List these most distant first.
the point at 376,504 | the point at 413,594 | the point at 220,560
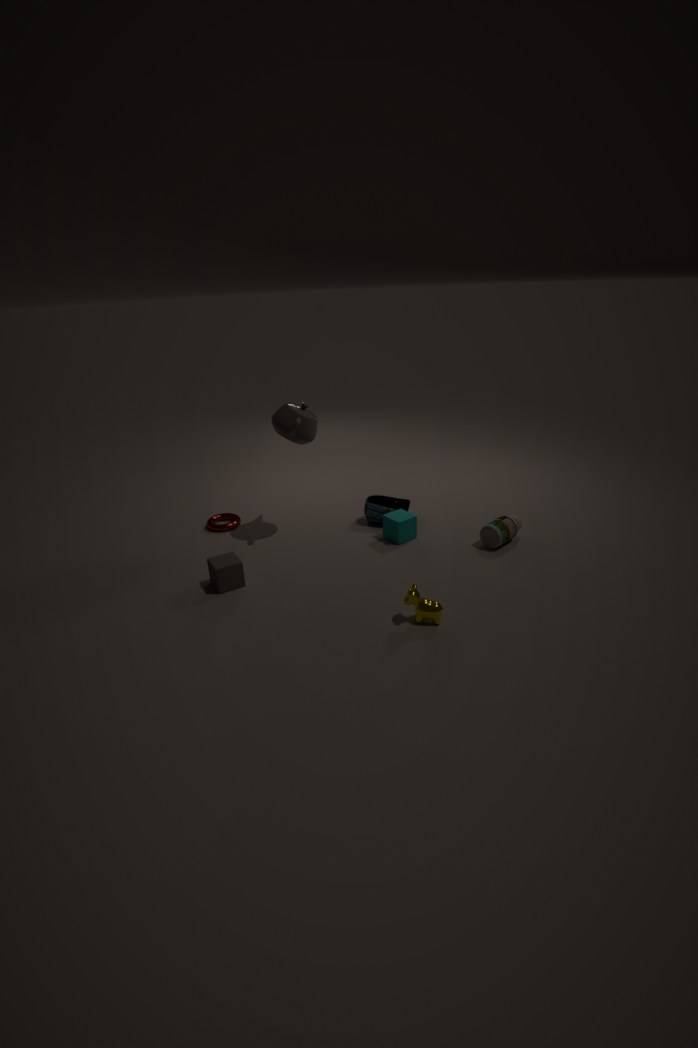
the point at 376,504 < the point at 220,560 < the point at 413,594
